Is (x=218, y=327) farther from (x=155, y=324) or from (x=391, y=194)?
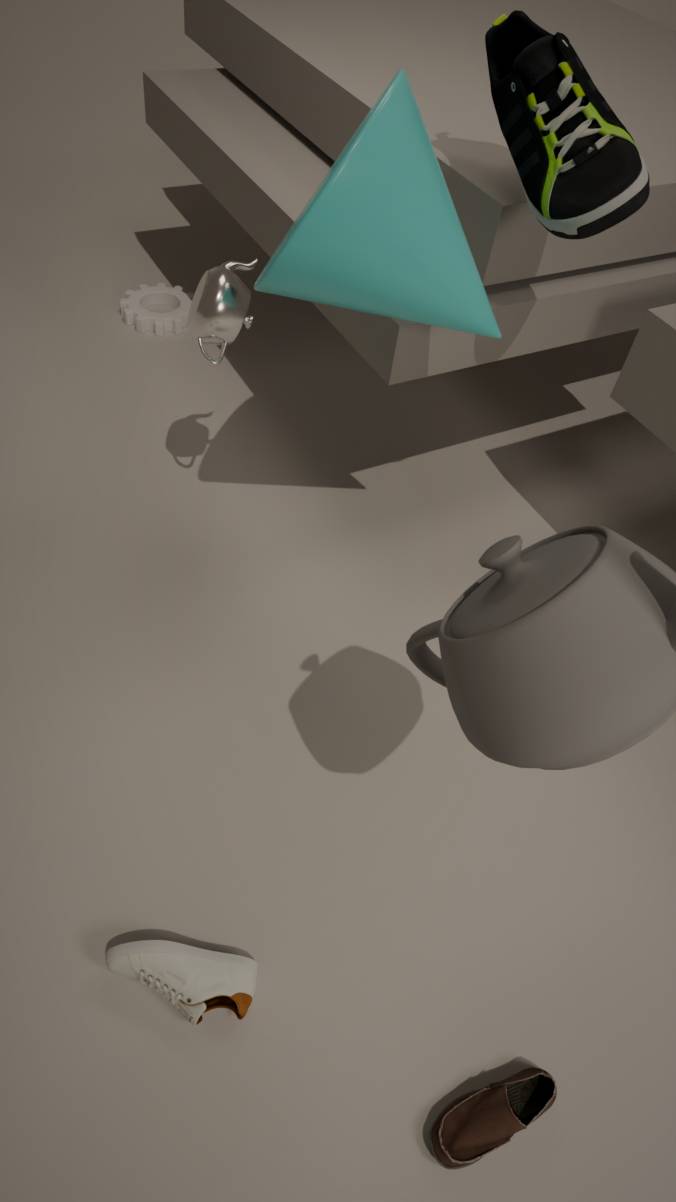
(x=155, y=324)
